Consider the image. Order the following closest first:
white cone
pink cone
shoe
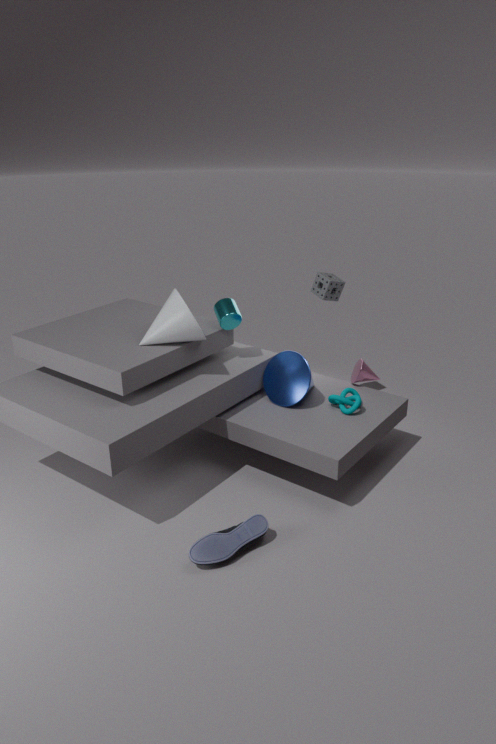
shoe
white cone
pink cone
